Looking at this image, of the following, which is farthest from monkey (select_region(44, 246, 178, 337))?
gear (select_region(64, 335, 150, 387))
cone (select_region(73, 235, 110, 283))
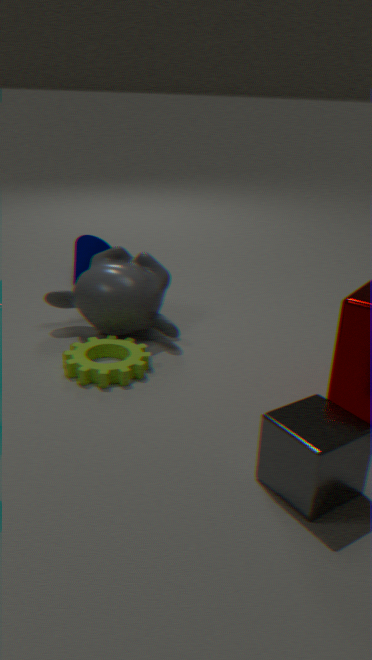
cone (select_region(73, 235, 110, 283))
